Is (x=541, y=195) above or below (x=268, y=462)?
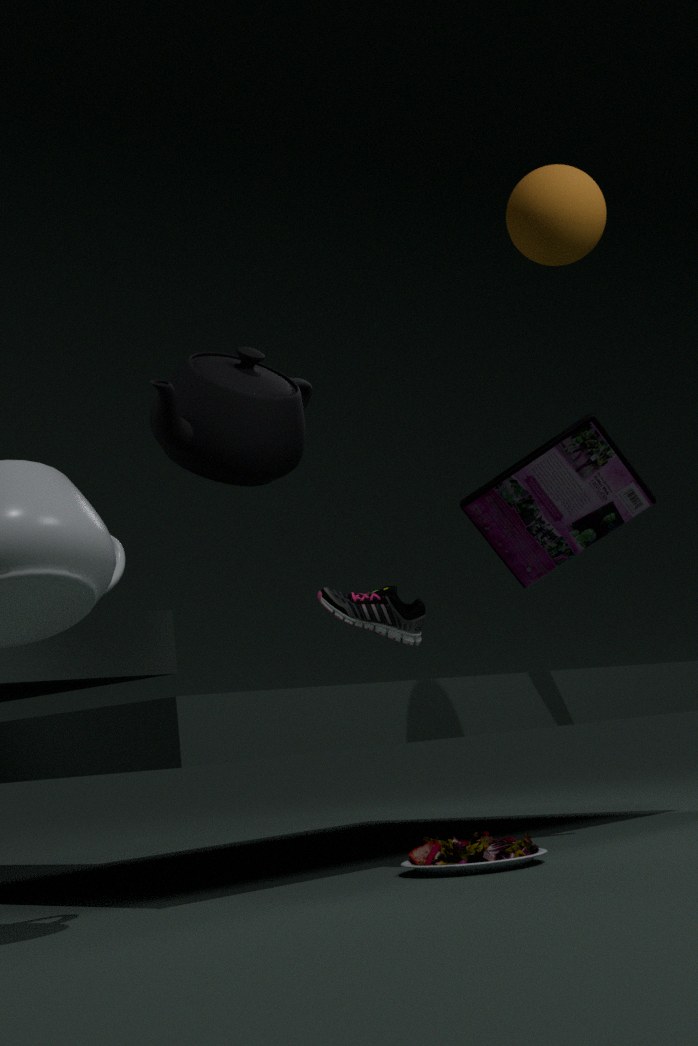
above
